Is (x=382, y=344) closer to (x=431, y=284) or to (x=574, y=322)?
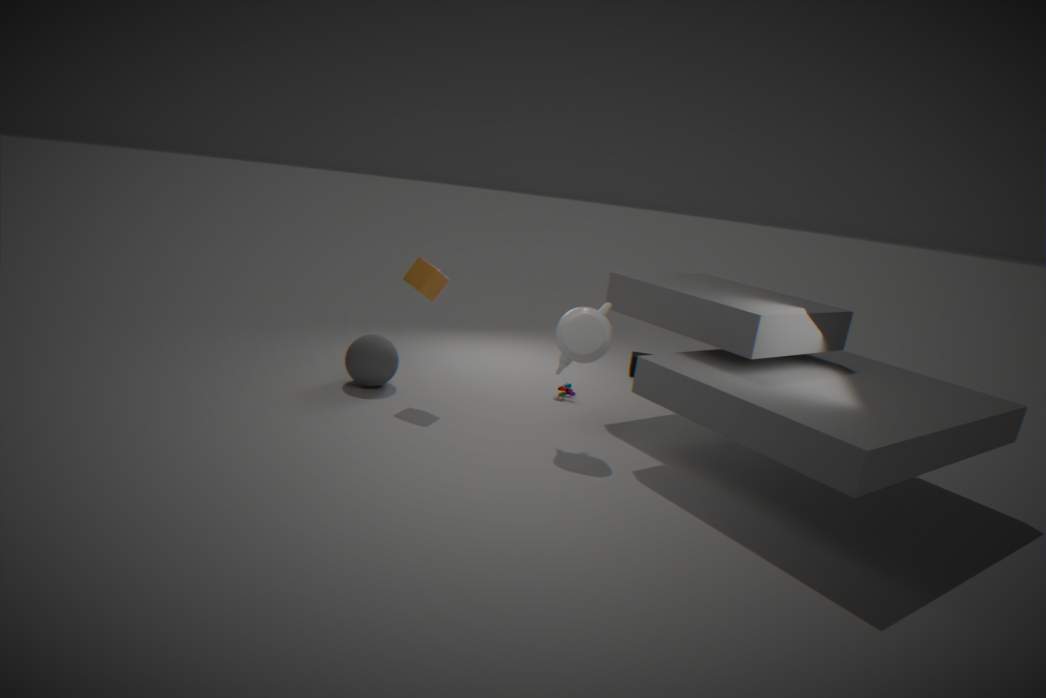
(x=431, y=284)
